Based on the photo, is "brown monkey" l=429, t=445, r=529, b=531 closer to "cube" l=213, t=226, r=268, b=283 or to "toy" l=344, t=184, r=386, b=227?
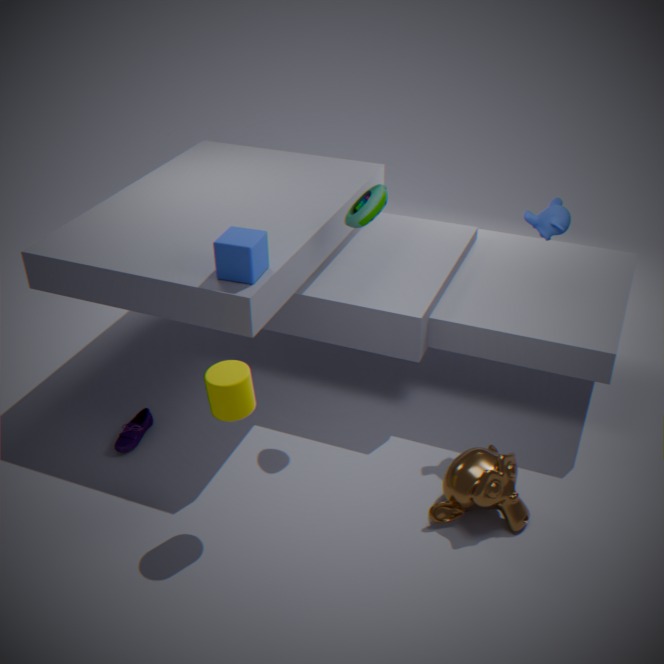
"toy" l=344, t=184, r=386, b=227
